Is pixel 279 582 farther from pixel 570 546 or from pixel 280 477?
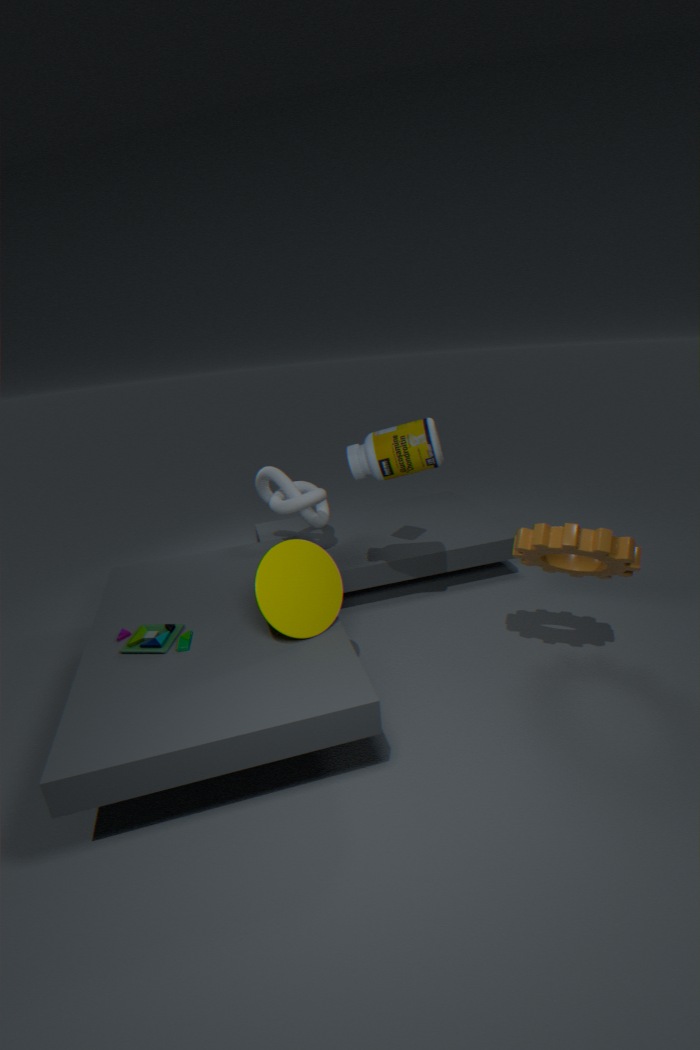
pixel 570 546
